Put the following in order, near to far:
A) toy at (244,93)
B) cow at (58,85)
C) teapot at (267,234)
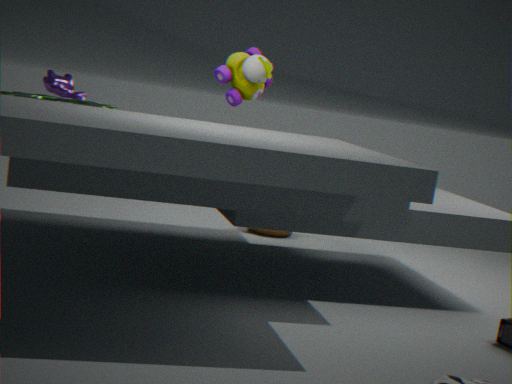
toy at (244,93), cow at (58,85), teapot at (267,234)
